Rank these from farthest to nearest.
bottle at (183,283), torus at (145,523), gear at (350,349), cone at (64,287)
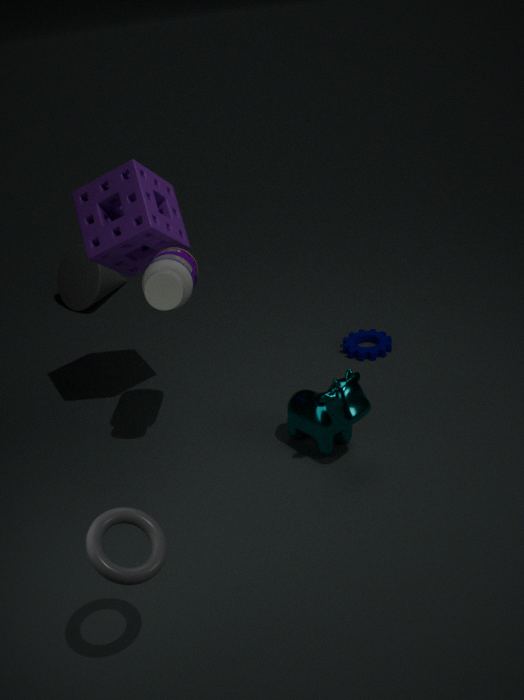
1. cone at (64,287)
2. gear at (350,349)
3. bottle at (183,283)
4. torus at (145,523)
